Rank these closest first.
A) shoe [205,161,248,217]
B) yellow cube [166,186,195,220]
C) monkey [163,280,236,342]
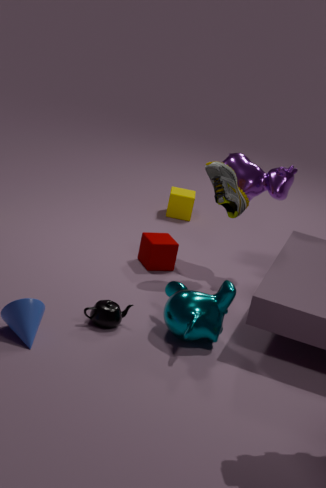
monkey [163,280,236,342] < shoe [205,161,248,217] < yellow cube [166,186,195,220]
